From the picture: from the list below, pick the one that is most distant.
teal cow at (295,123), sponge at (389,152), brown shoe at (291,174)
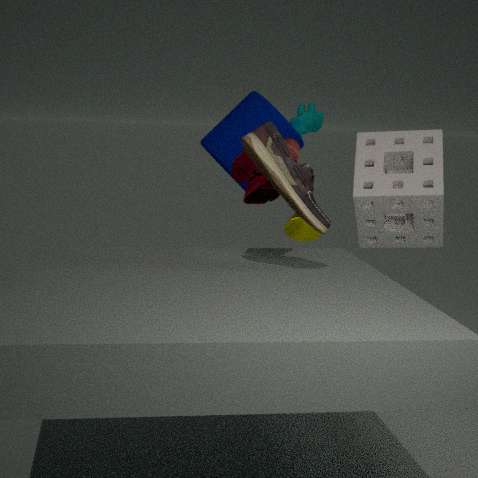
teal cow at (295,123)
